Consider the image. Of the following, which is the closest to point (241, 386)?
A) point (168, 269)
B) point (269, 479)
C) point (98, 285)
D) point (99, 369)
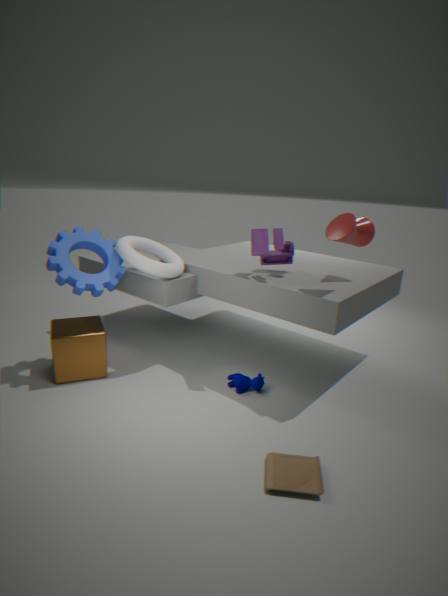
point (269, 479)
